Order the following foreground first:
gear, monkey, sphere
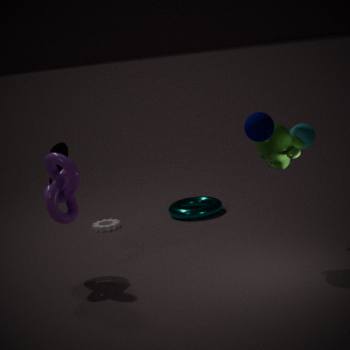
sphere
monkey
gear
